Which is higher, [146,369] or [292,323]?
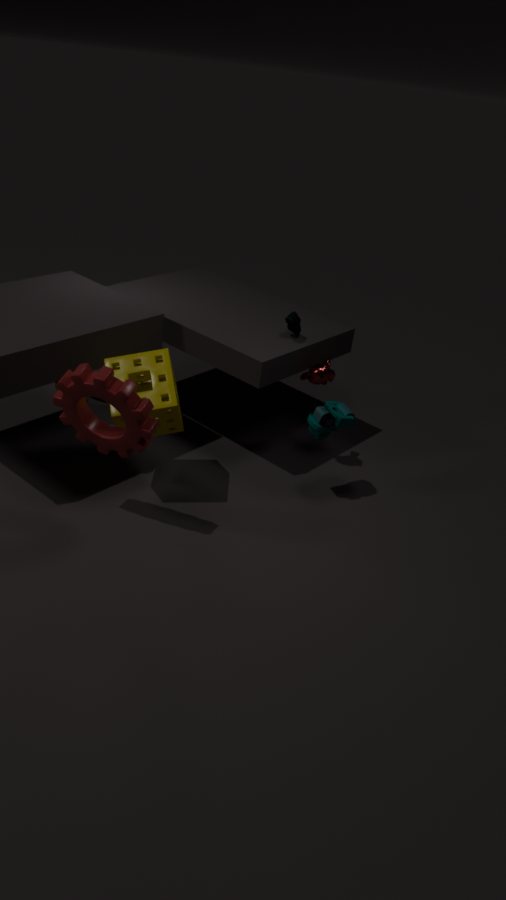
[292,323]
